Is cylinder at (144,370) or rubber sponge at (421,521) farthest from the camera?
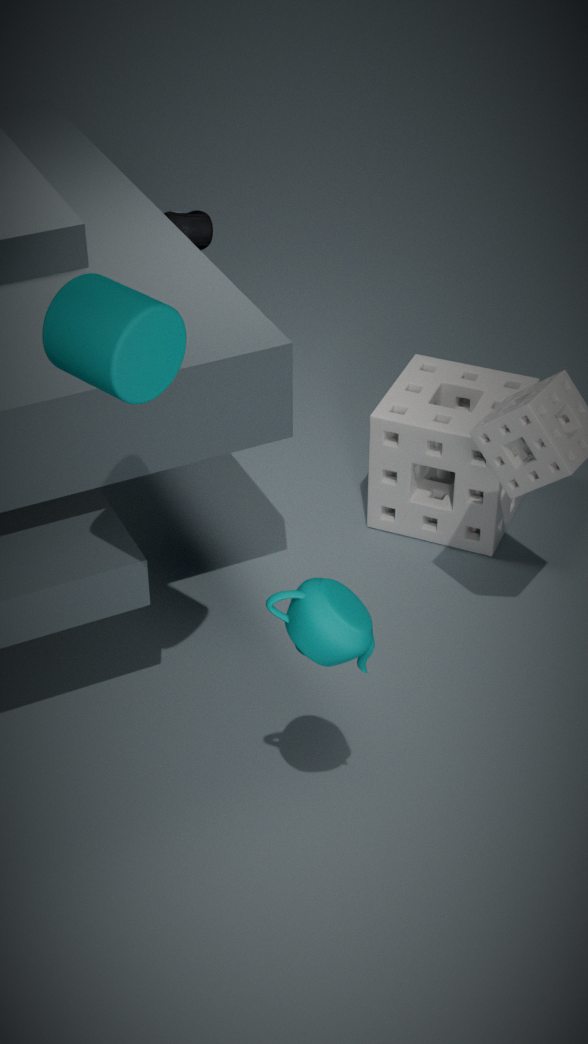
rubber sponge at (421,521)
